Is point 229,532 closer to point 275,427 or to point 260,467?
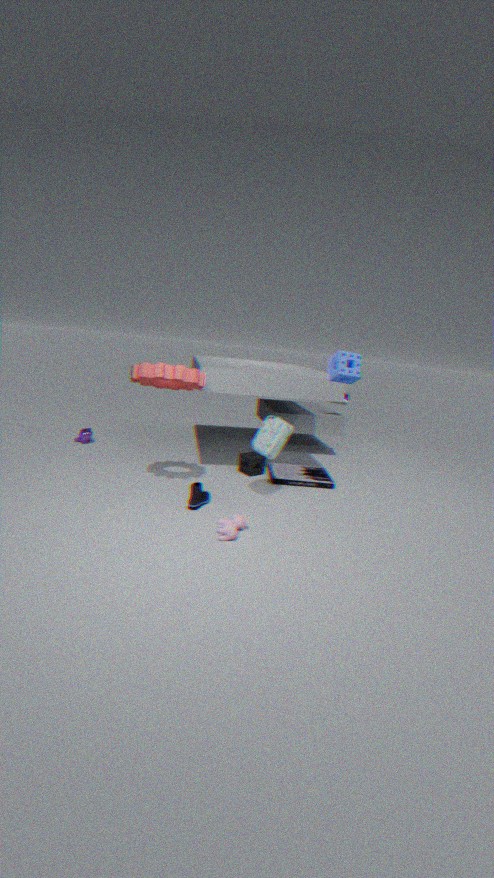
point 275,427
